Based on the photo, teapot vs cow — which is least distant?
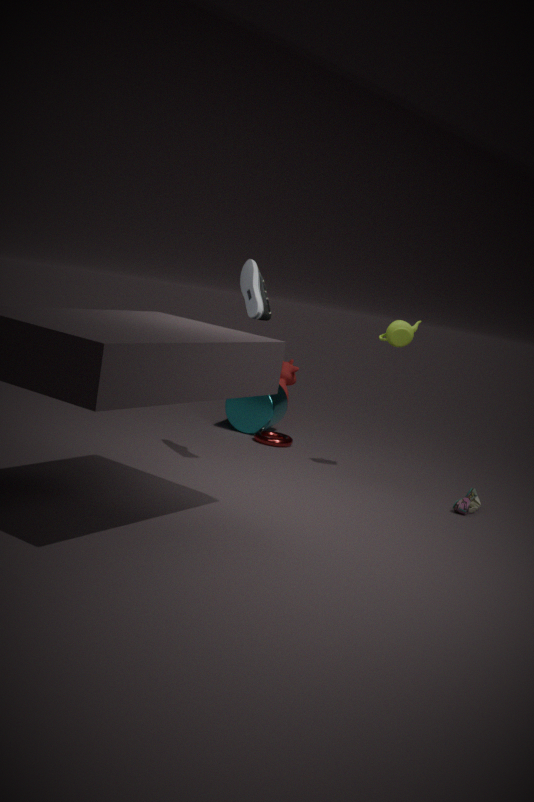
teapot
